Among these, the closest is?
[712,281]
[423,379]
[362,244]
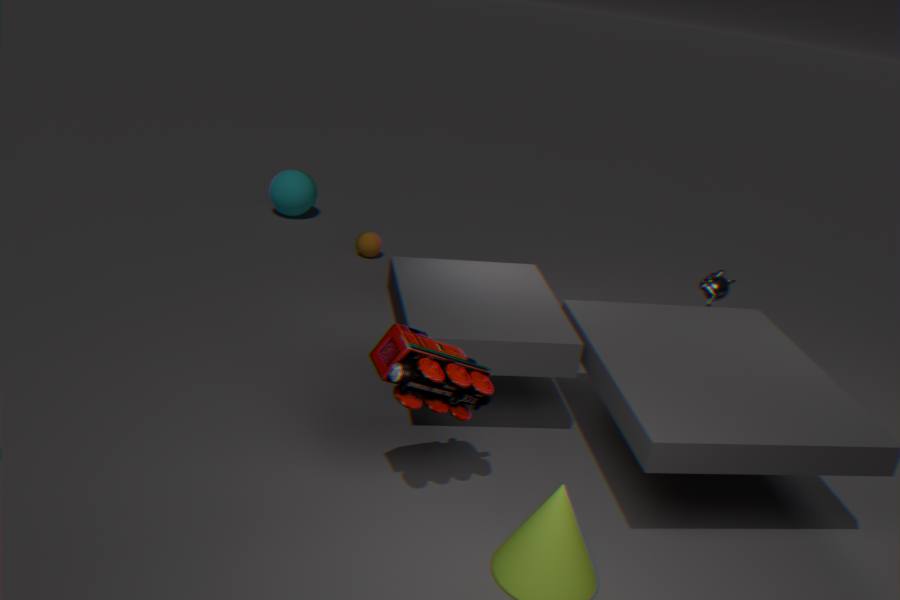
[423,379]
